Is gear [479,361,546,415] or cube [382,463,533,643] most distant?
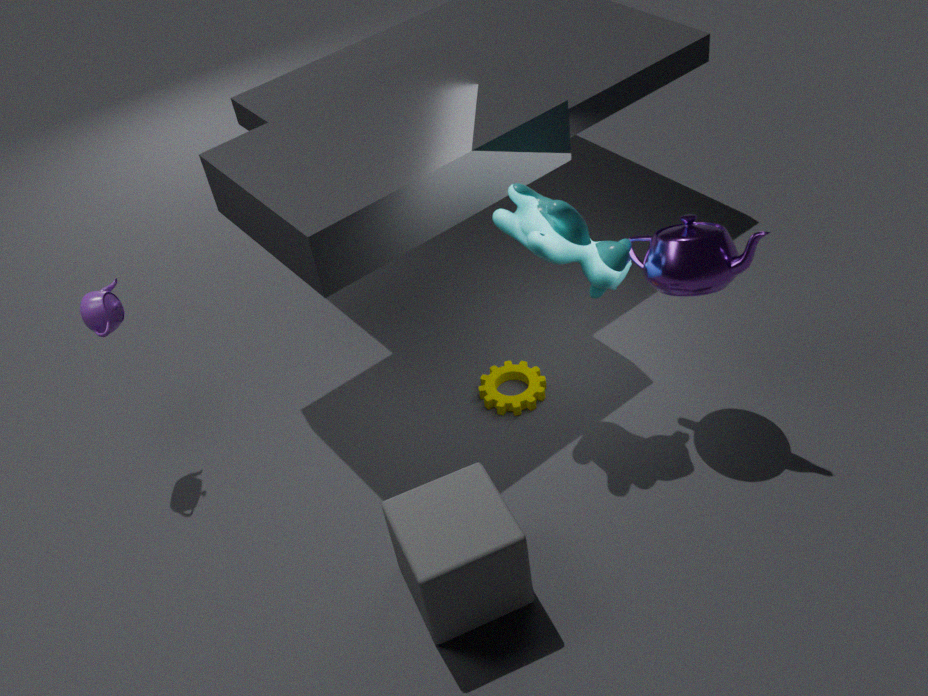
gear [479,361,546,415]
